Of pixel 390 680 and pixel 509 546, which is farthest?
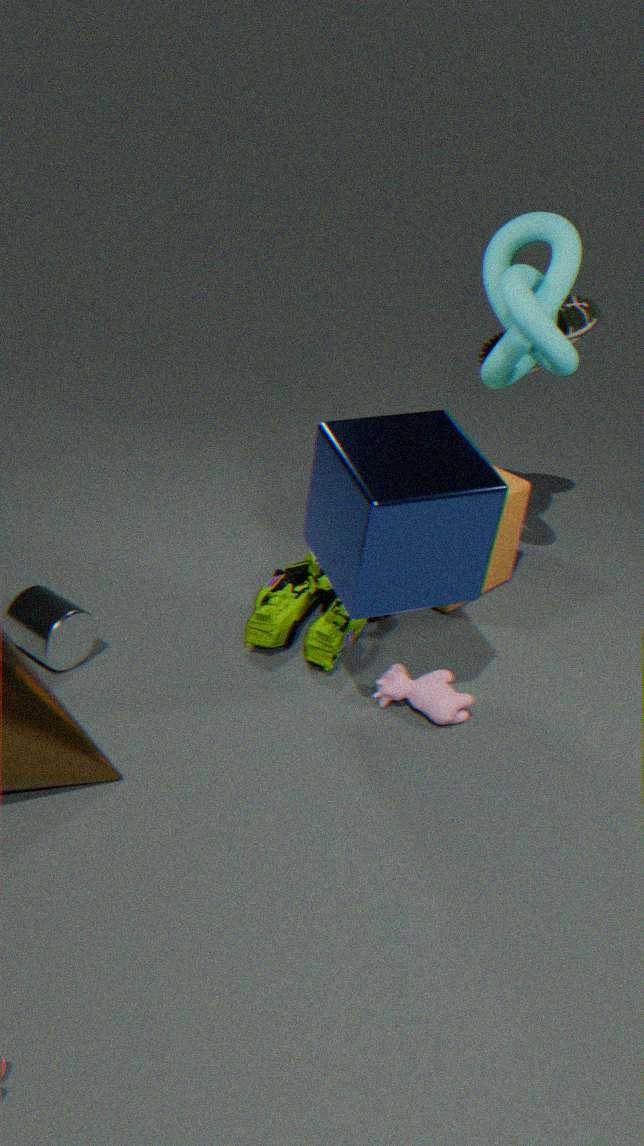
pixel 509 546
